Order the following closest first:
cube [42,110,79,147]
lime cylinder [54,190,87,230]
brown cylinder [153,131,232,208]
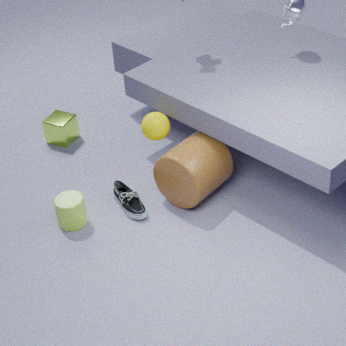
brown cylinder [153,131,232,208] < lime cylinder [54,190,87,230] < cube [42,110,79,147]
